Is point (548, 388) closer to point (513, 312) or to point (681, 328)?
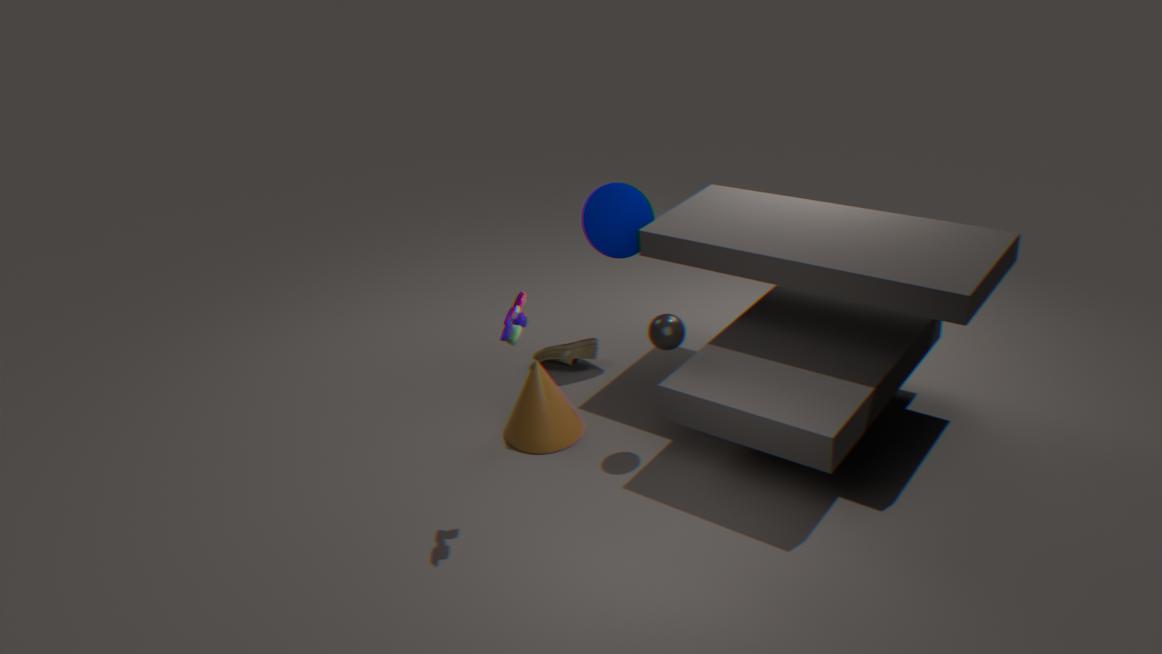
point (681, 328)
